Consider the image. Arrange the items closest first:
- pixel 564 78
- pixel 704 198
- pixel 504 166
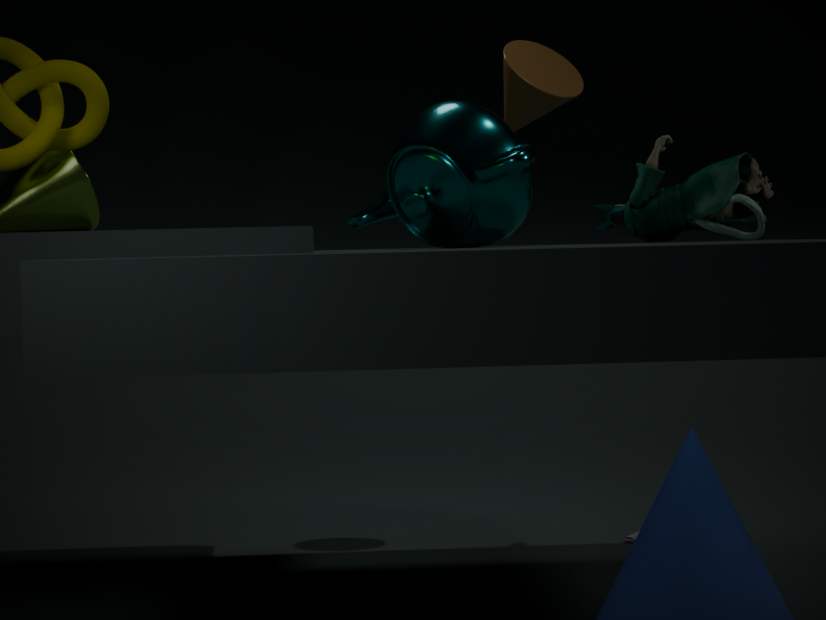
pixel 504 166 → pixel 704 198 → pixel 564 78
